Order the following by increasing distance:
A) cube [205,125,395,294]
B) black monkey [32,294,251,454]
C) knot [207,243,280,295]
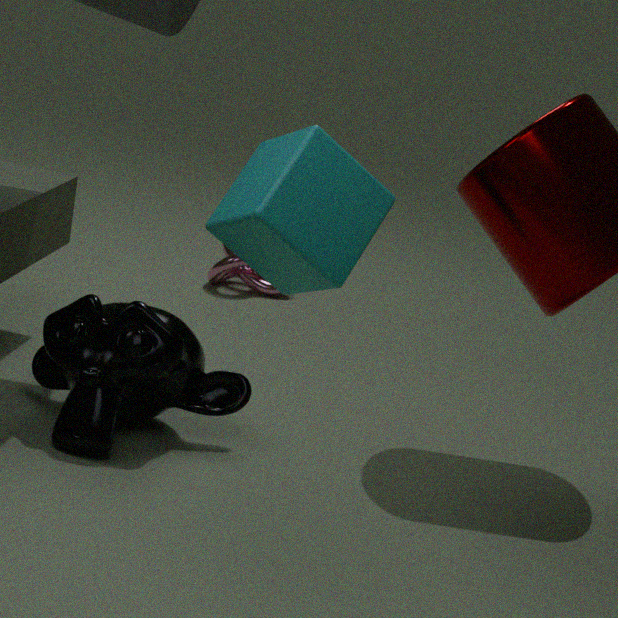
cube [205,125,395,294] < black monkey [32,294,251,454] < knot [207,243,280,295]
